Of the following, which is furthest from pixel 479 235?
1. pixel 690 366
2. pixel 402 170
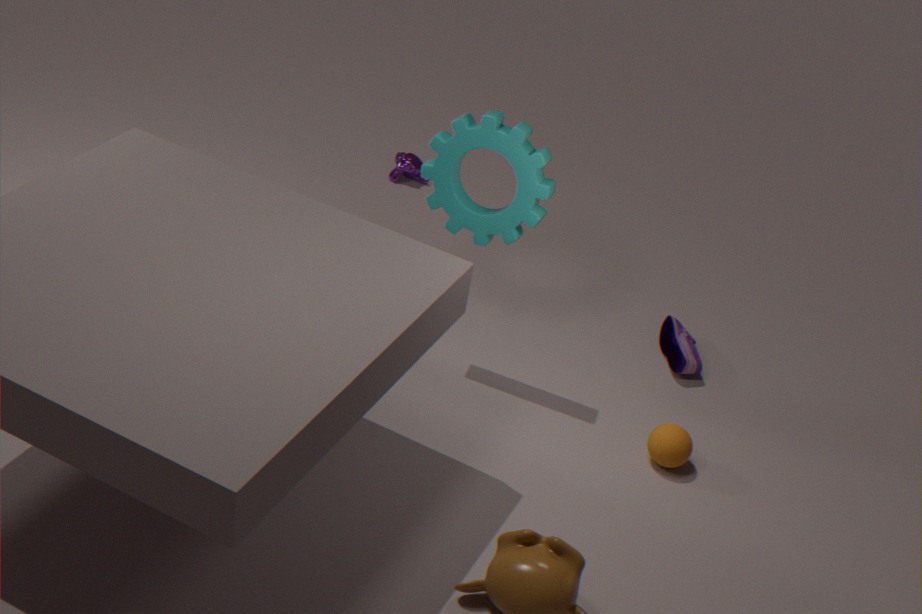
pixel 402 170
